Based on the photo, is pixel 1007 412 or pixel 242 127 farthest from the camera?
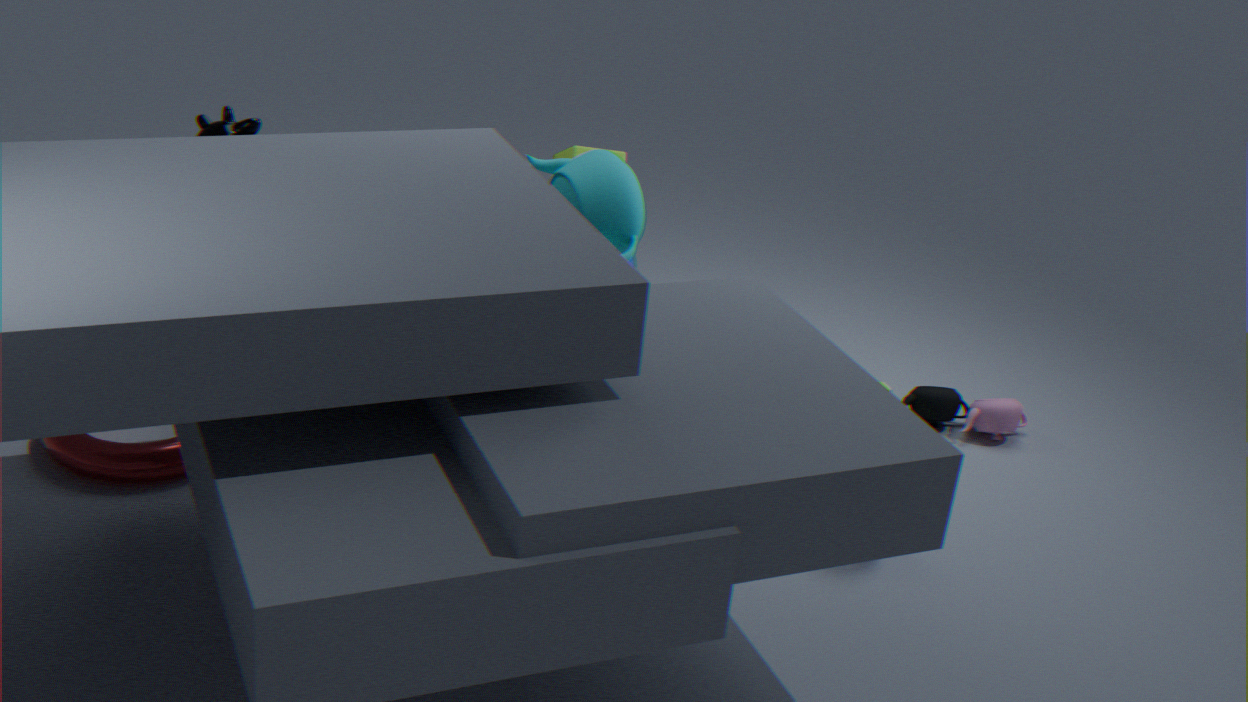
pixel 1007 412
